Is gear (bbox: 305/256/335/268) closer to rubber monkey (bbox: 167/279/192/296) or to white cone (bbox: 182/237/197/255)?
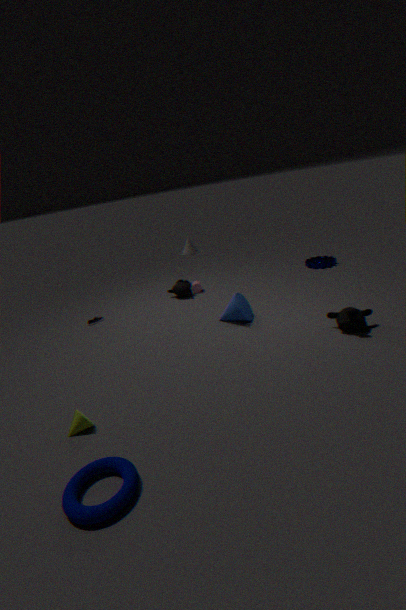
rubber monkey (bbox: 167/279/192/296)
